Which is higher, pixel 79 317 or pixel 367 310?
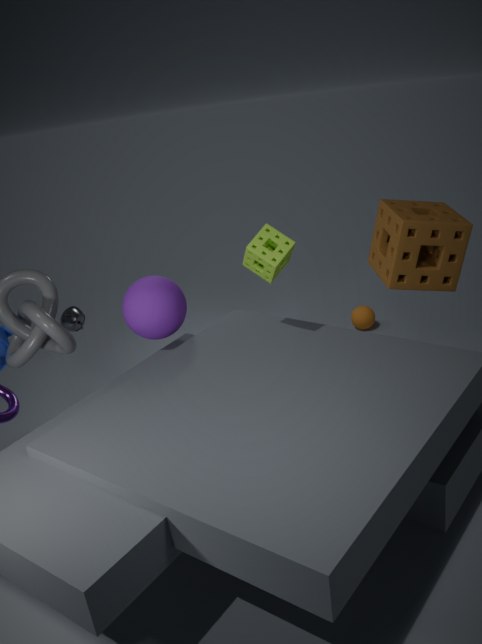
pixel 79 317
